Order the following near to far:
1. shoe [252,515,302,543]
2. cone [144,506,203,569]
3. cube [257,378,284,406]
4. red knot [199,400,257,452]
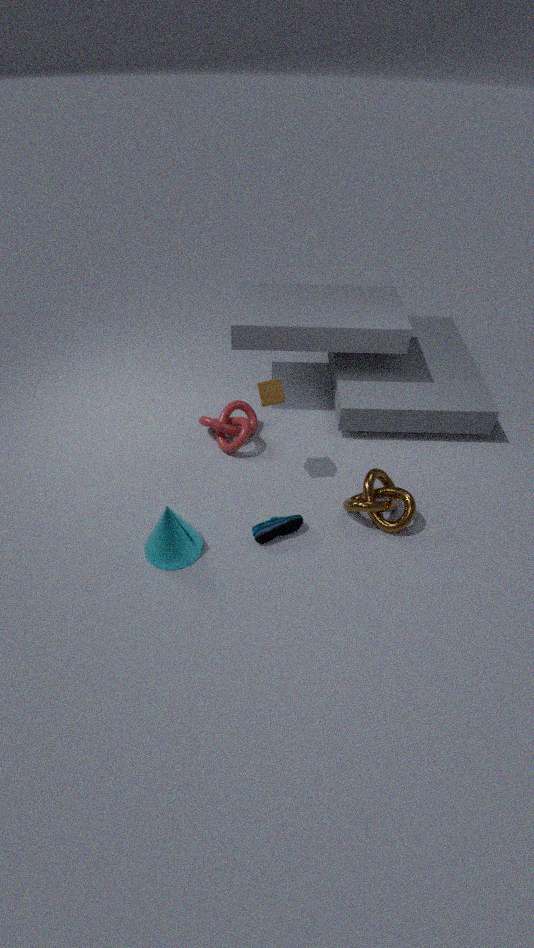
cone [144,506,203,569] < shoe [252,515,302,543] < cube [257,378,284,406] < red knot [199,400,257,452]
